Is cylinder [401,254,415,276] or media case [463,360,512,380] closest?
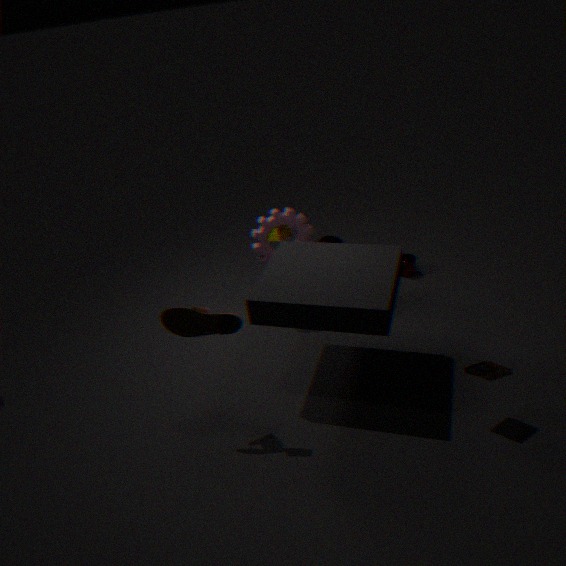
media case [463,360,512,380]
